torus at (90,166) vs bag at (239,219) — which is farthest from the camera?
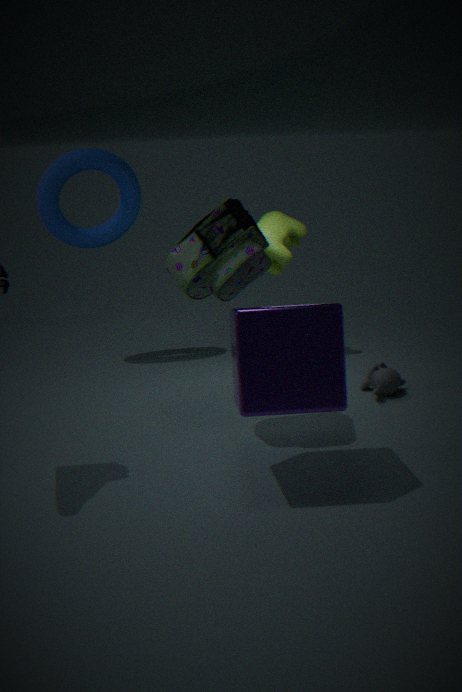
torus at (90,166)
